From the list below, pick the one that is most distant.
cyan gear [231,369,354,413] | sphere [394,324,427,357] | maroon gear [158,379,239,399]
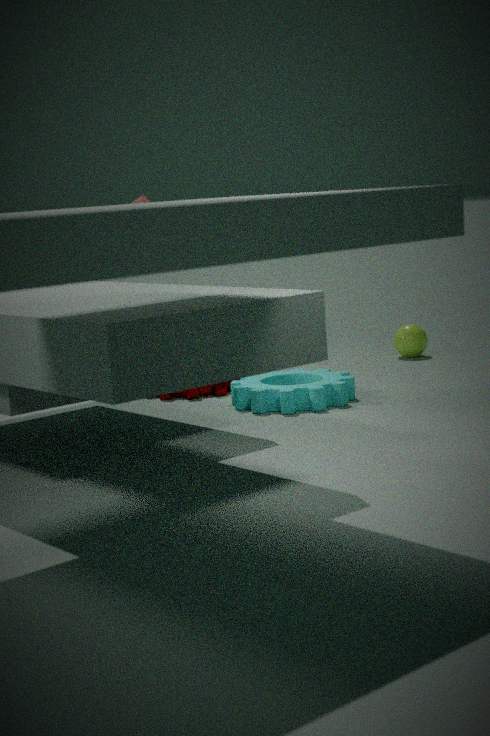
sphere [394,324,427,357]
